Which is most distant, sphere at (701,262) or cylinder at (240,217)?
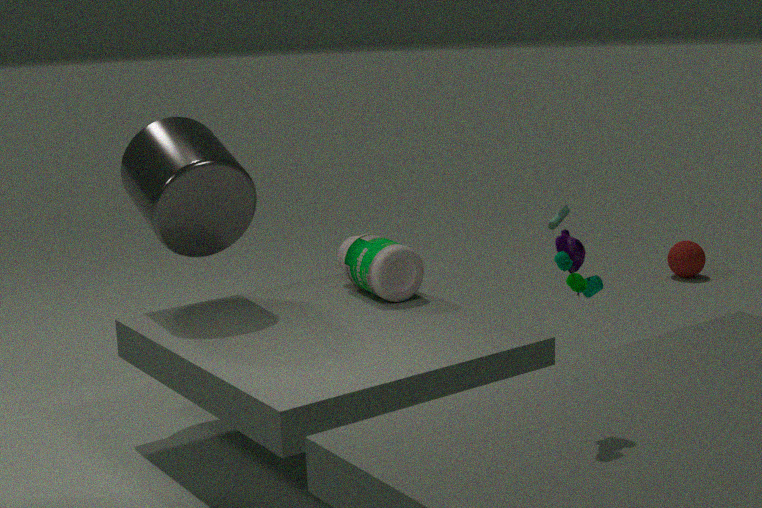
sphere at (701,262)
